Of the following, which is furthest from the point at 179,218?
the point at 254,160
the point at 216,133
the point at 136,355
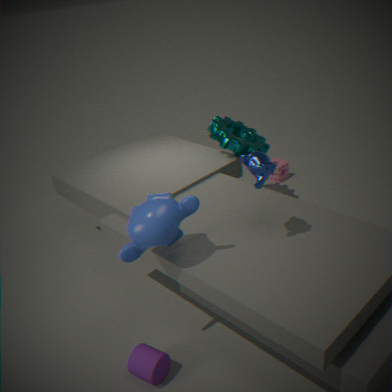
the point at 216,133
